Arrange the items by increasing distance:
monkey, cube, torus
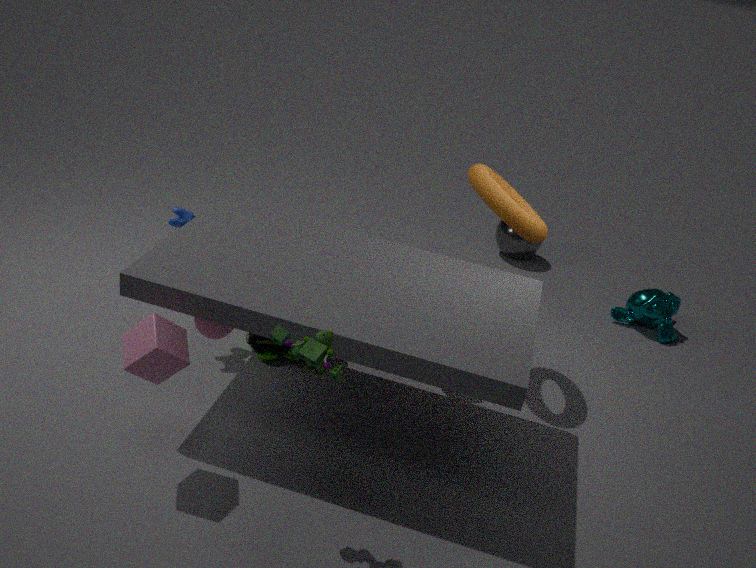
cube < torus < monkey
